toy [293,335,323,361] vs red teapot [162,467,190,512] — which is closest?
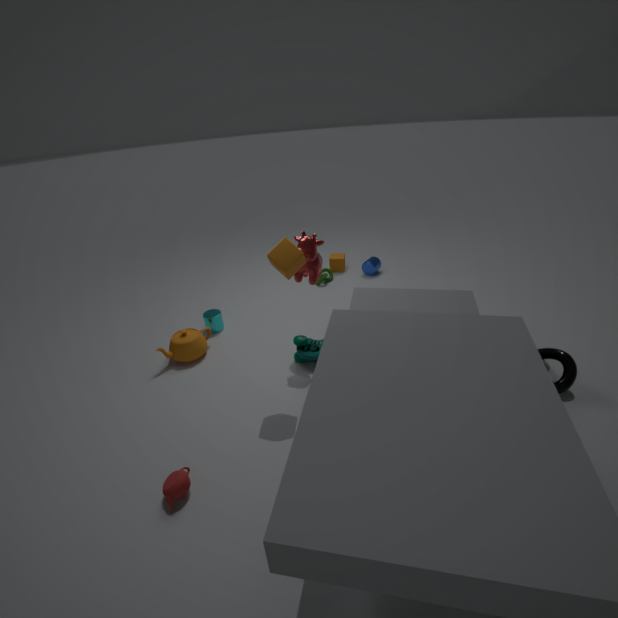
red teapot [162,467,190,512]
